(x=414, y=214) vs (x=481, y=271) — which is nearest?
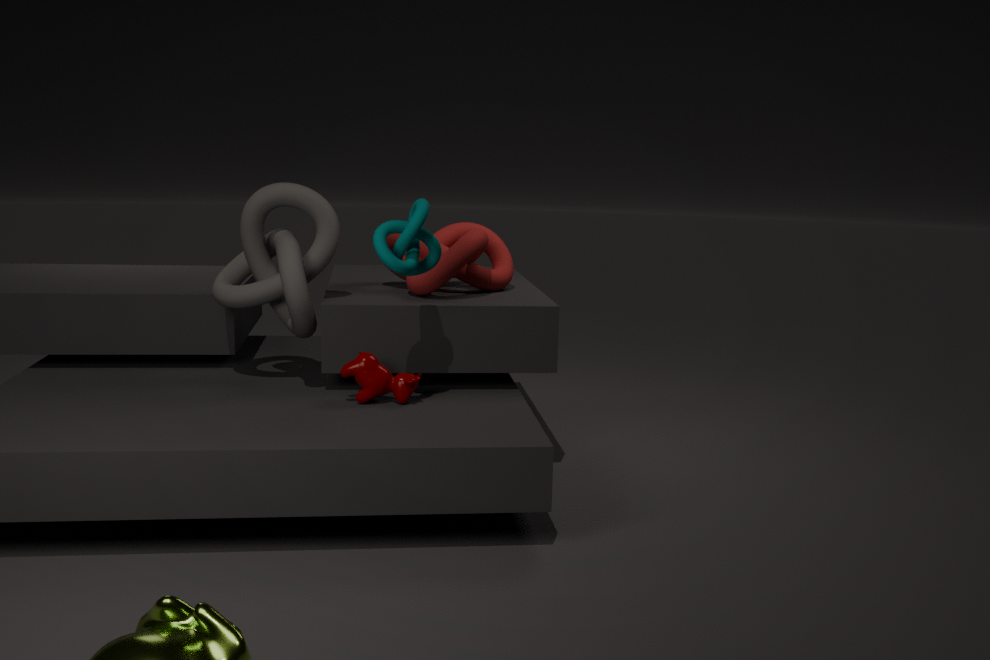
(x=414, y=214)
